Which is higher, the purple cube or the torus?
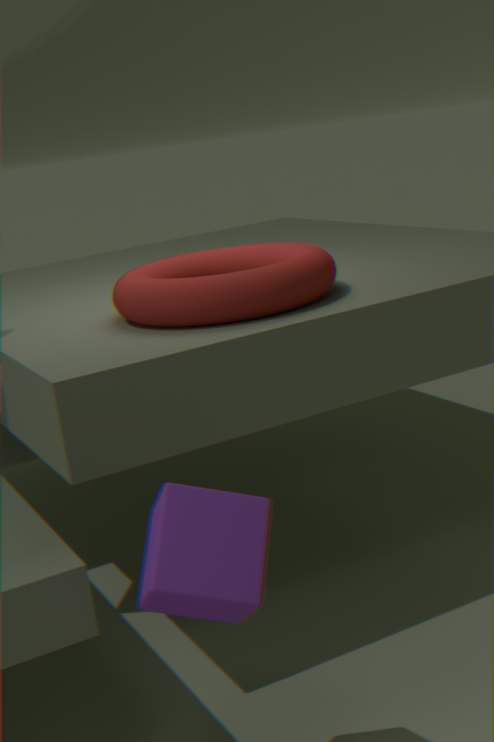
the torus
